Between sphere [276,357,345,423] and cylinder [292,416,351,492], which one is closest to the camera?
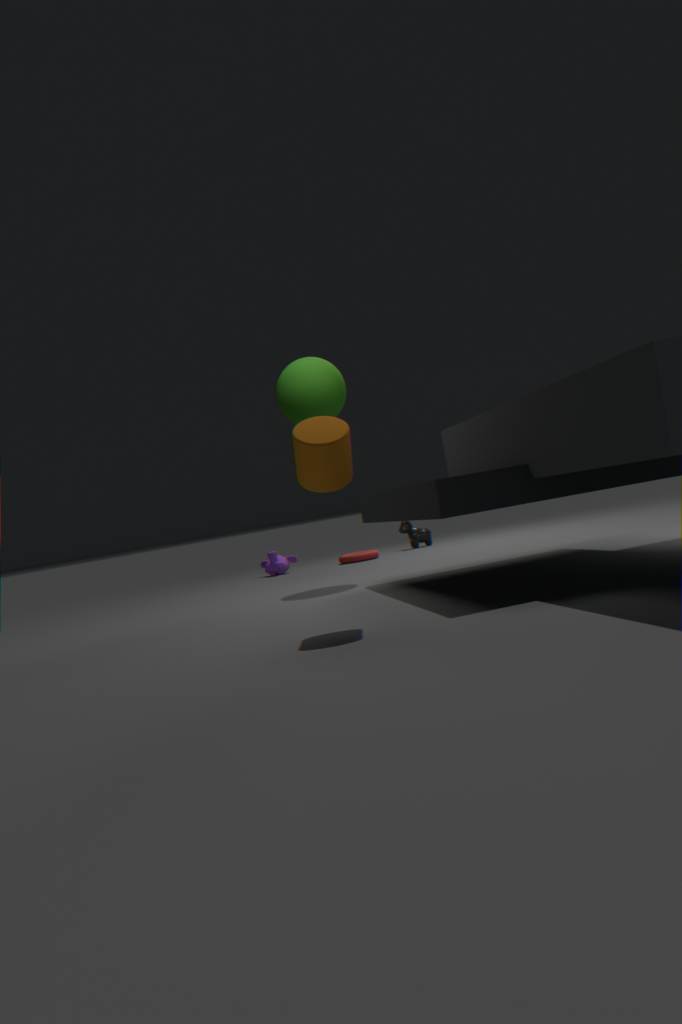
cylinder [292,416,351,492]
